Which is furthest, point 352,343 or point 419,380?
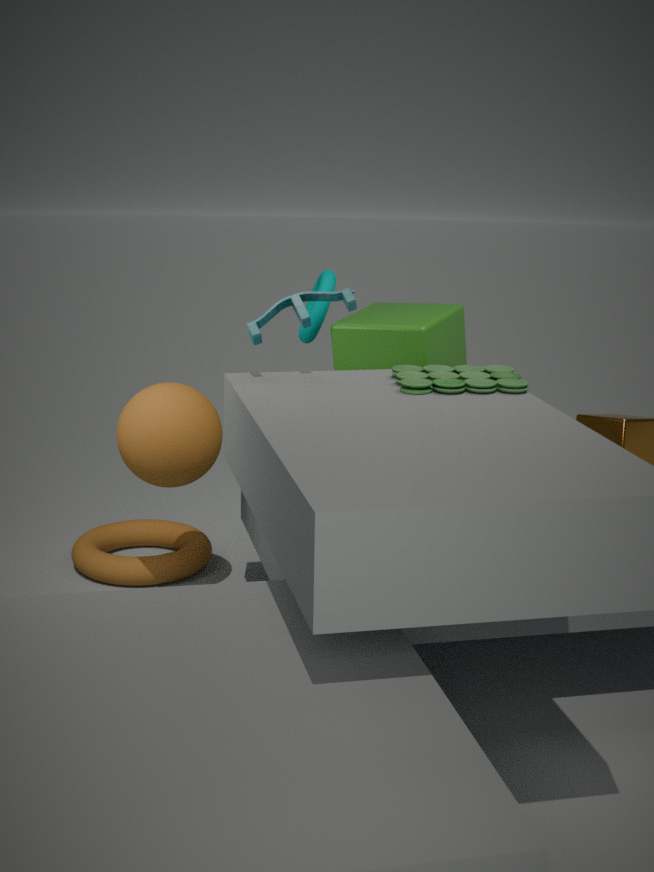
point 352,343
